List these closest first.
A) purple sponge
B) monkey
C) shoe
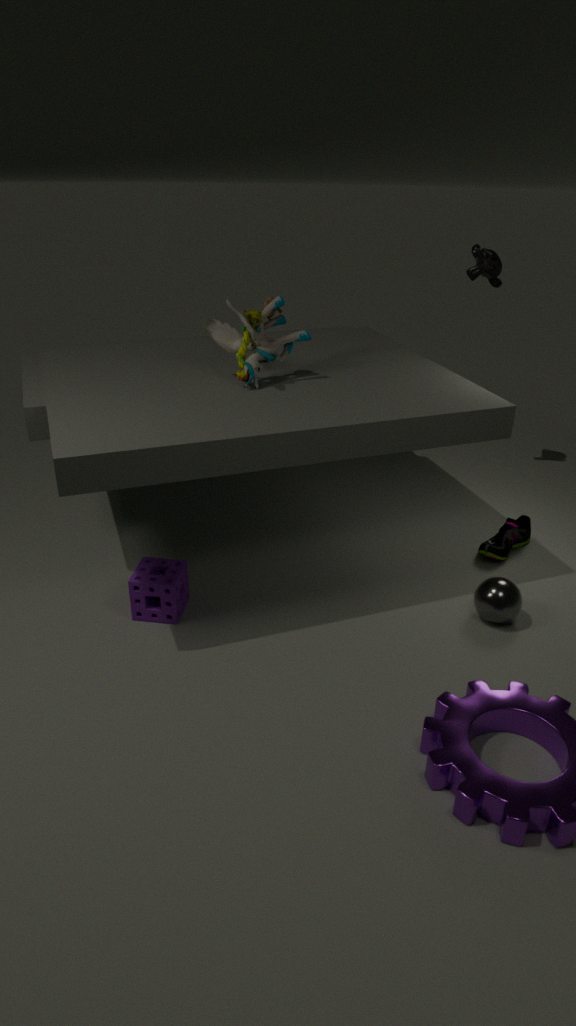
1. purple sponge
2. shoe
3. monkey
